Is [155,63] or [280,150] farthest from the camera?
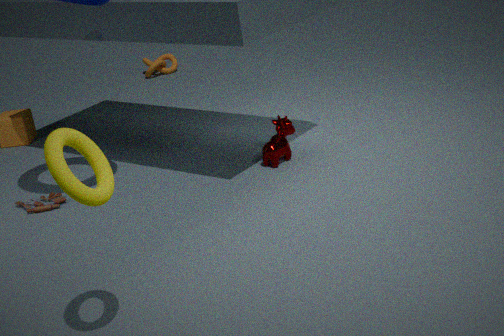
[155,63]
